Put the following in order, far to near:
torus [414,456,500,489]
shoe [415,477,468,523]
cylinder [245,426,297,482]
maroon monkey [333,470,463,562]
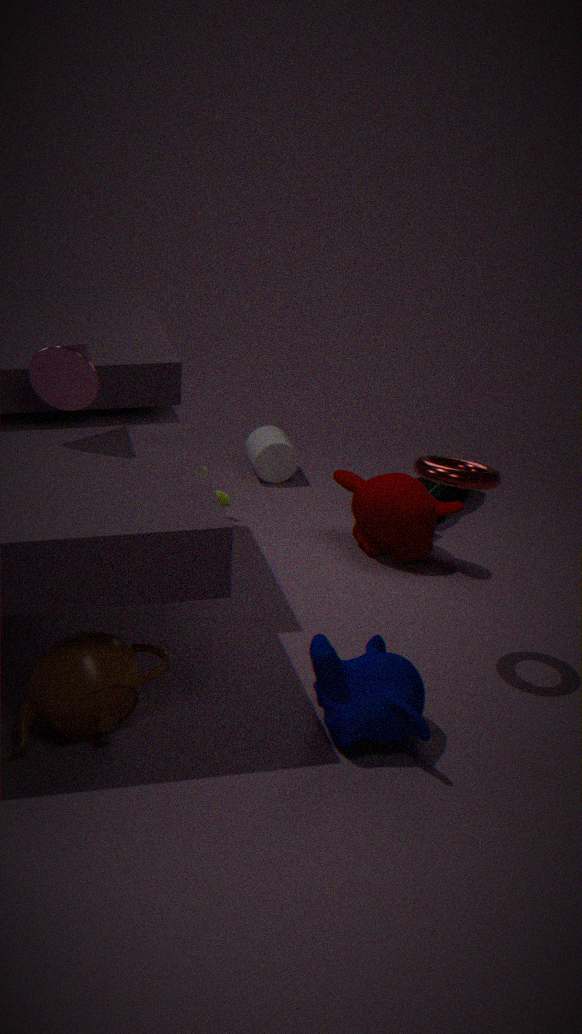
cylinder [245,426,297,482], shoe [415,477,468,523], maroon monkey [333,470,463,562], torus [414,456,500,489]
